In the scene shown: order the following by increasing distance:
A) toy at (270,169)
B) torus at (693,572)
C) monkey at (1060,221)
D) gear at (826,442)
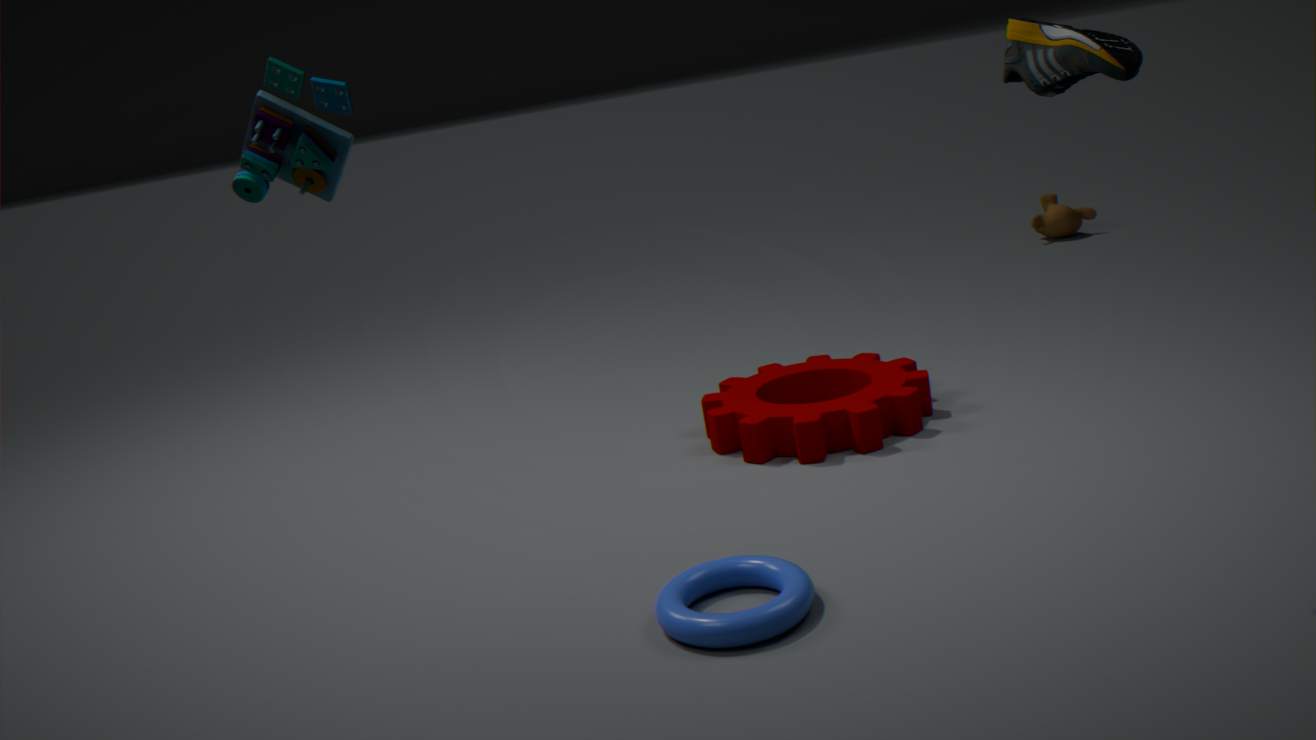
1. toy at (270,169)
2. torus at (693,572)
3. gear at (826,442)
4. monkey at (1060,221)
